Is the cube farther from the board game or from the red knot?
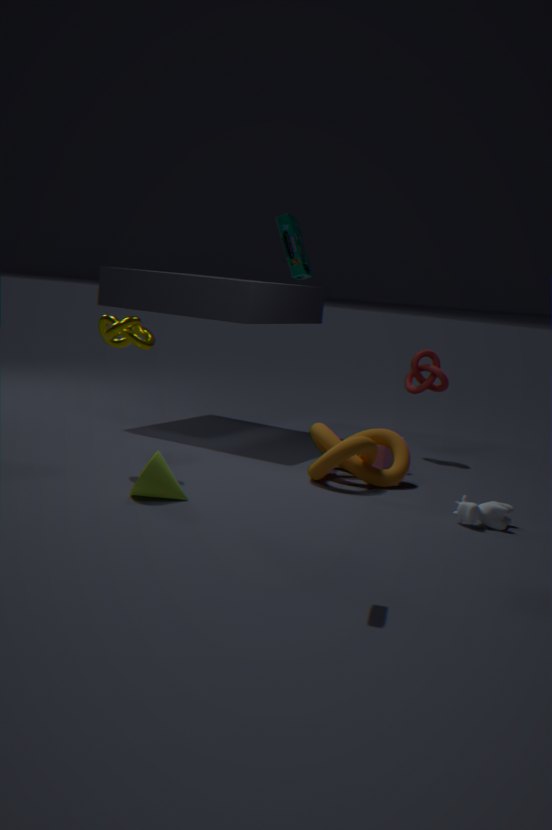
the board game
